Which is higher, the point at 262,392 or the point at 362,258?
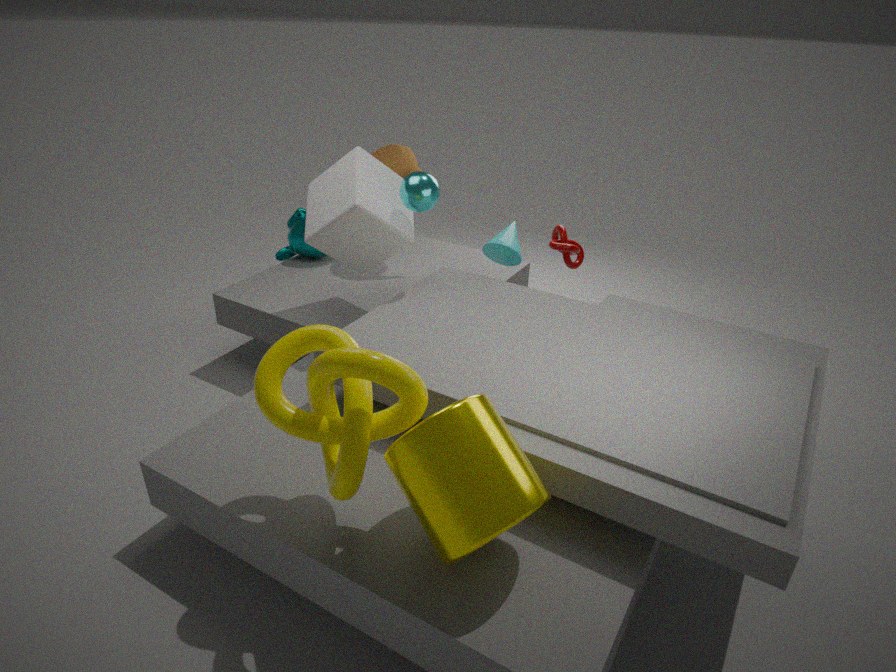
the point at 362,258
